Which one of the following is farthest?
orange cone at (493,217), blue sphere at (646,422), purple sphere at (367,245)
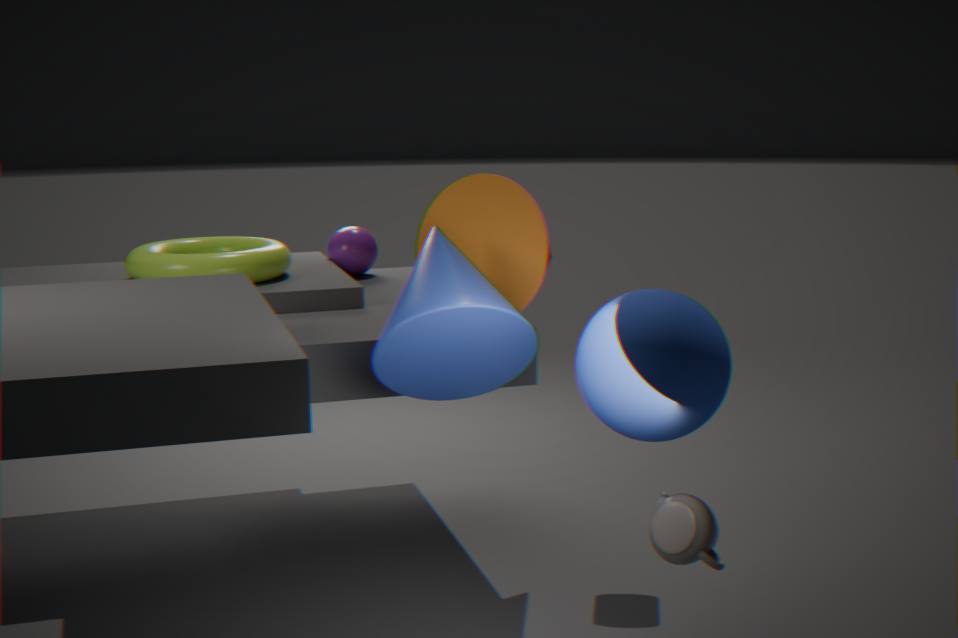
purple sphere at (367,245)
